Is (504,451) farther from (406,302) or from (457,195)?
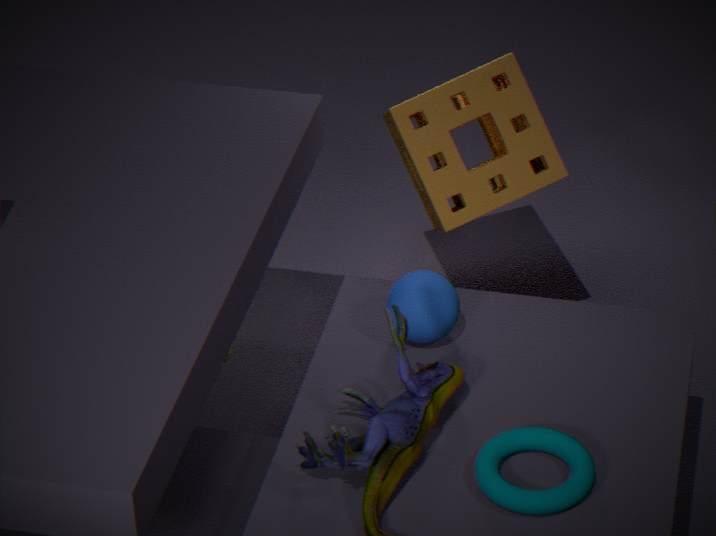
(457,195)
